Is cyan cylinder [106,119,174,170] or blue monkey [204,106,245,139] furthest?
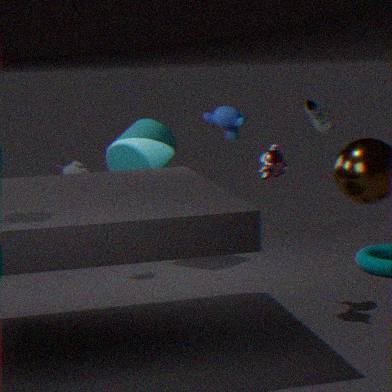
cyan cylinder [106,119,174,170]
